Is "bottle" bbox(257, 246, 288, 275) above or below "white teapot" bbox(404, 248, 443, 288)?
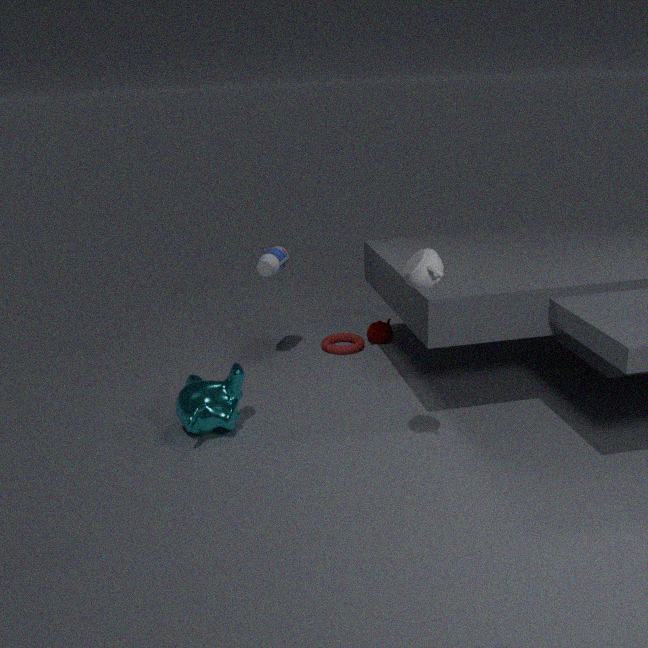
below
